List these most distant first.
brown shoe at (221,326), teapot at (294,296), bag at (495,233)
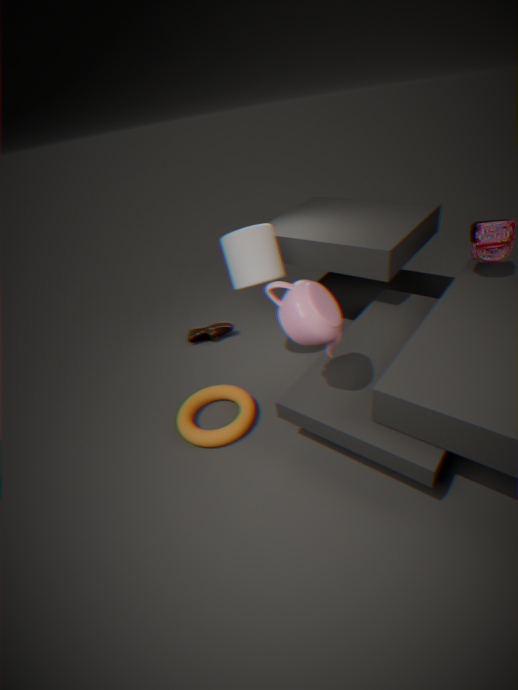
brown shoe at (221,326) → bag at (495,233) → teapot at (294,296)
